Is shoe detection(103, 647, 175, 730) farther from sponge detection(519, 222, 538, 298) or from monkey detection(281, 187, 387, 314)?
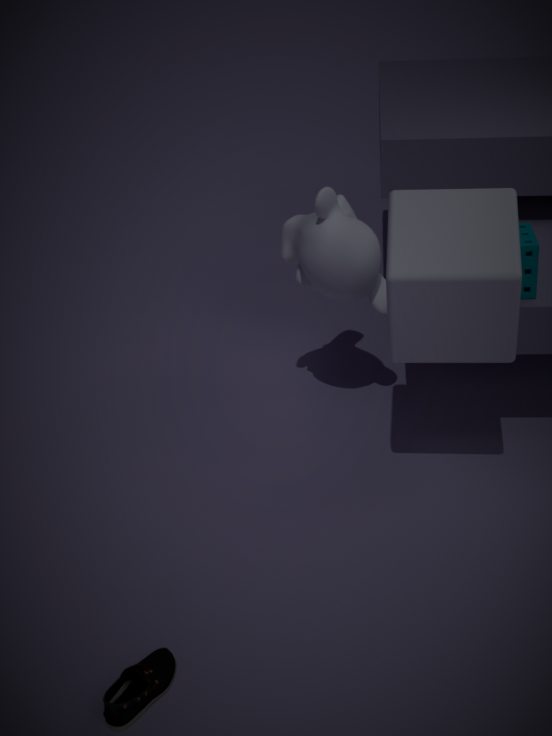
sponge detection(519, 222, 538, 298)
